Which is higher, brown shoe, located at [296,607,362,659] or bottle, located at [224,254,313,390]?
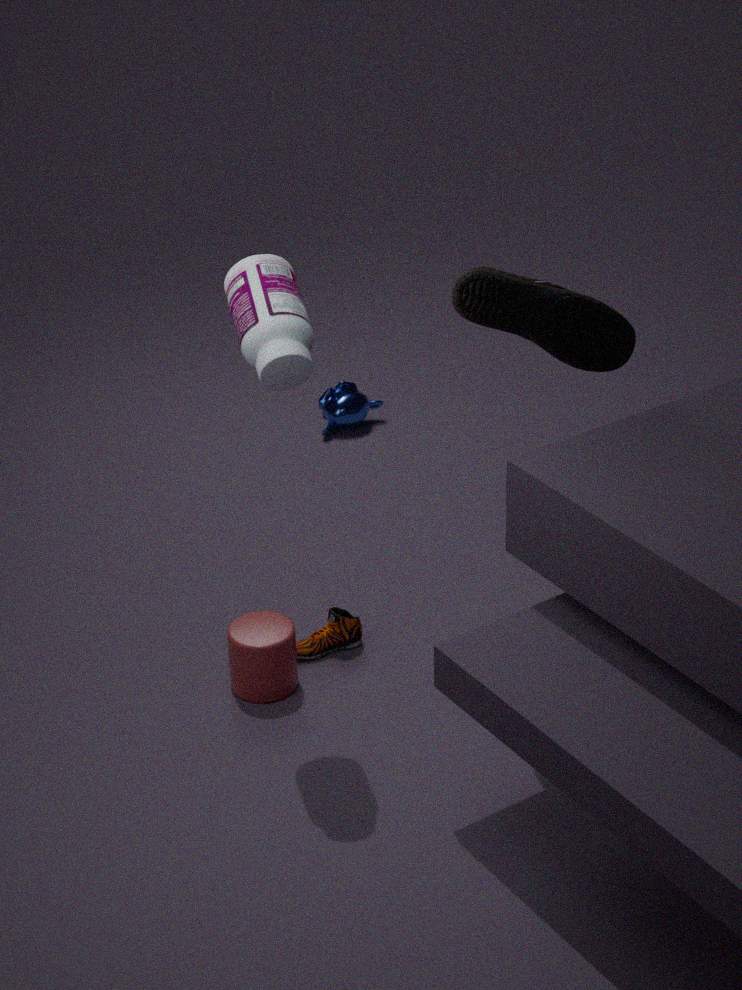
bottle, located at [224,254,313,390]
